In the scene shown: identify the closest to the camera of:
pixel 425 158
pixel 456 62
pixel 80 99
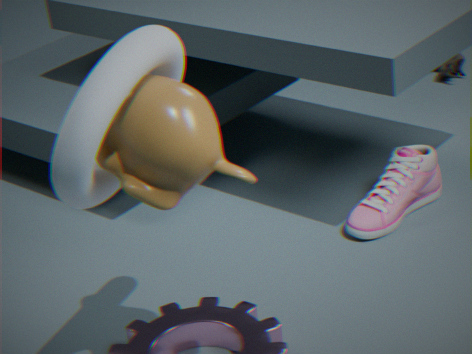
pixel 80 99
